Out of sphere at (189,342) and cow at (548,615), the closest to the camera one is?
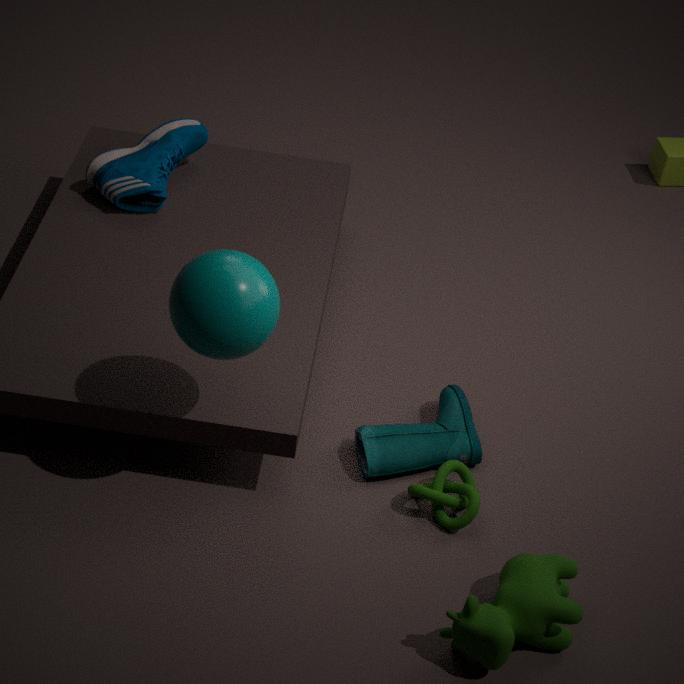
cow at (548,615)
